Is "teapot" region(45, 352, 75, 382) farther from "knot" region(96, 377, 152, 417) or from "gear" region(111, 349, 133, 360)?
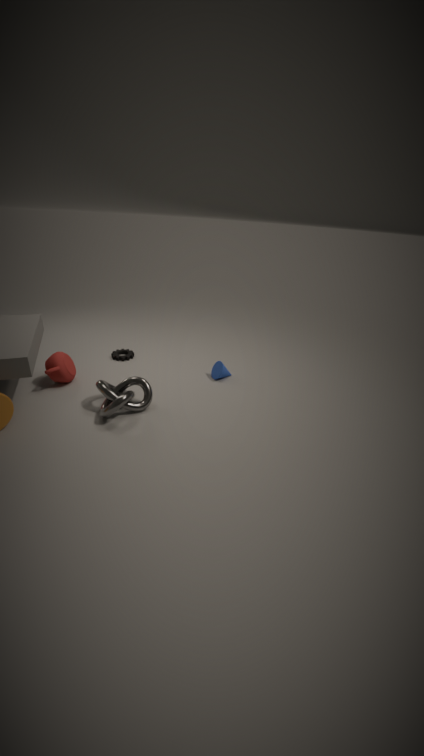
"gear" region(111, 349, 133, 360)
